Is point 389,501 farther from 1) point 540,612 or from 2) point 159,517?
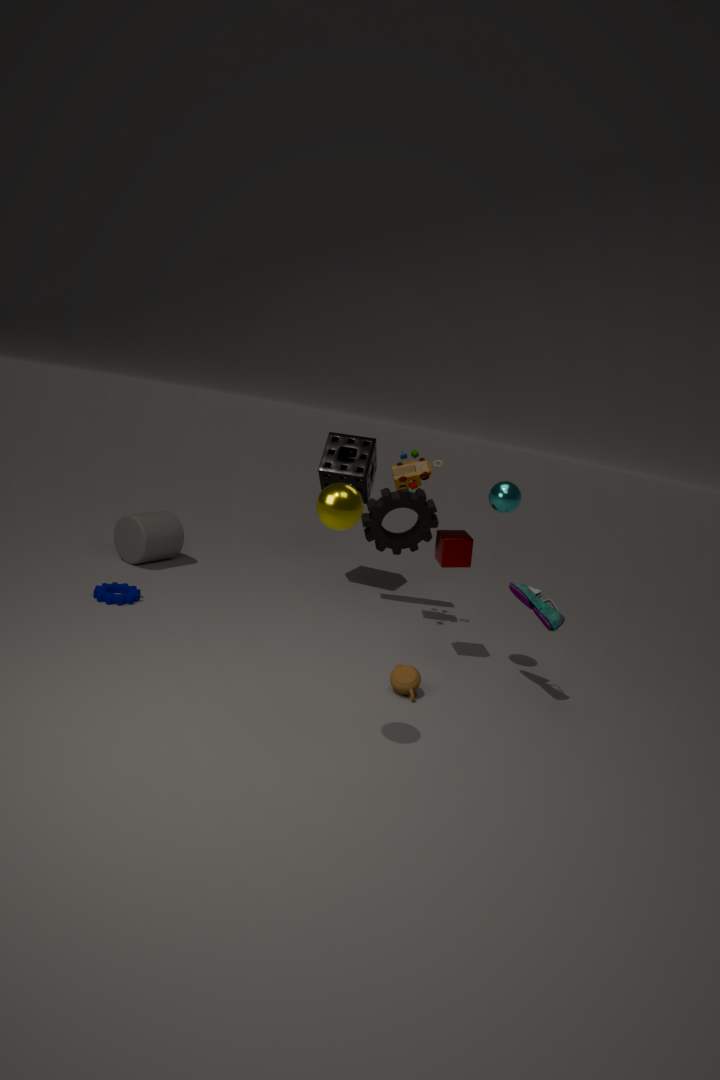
2) point 159,517
